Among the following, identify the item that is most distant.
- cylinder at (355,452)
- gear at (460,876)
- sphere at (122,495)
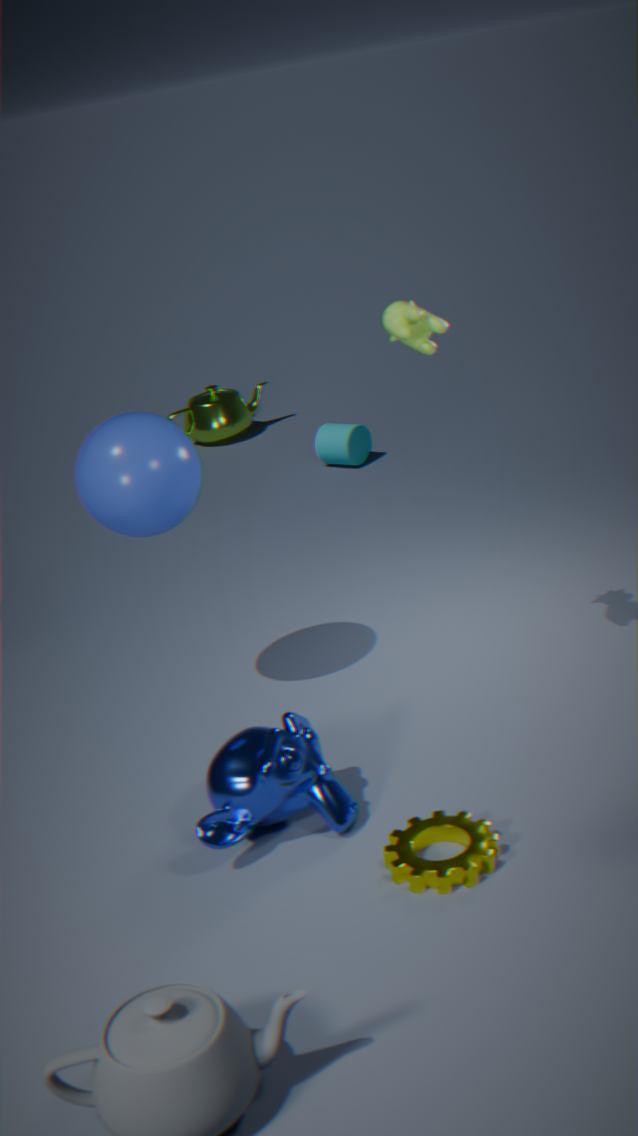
cylinder at (355,452)
